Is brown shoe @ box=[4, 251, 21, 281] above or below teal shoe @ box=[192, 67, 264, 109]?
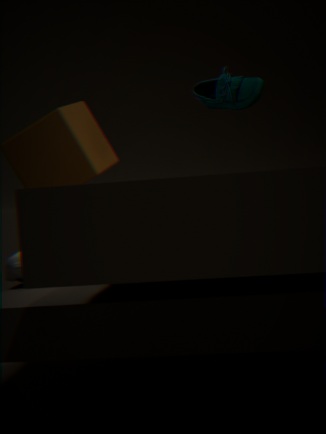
below
